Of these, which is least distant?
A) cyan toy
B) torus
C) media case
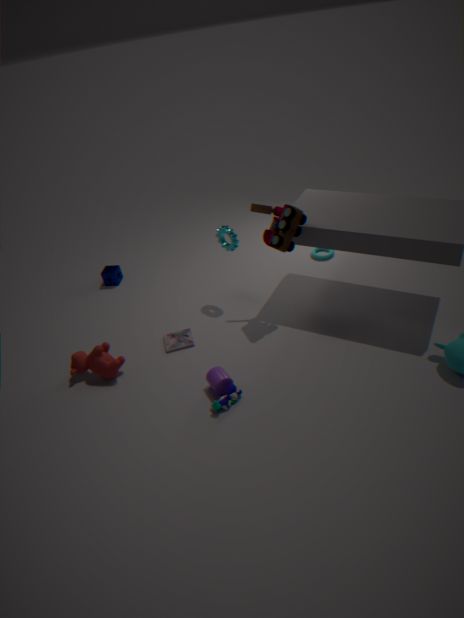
cyan toy
